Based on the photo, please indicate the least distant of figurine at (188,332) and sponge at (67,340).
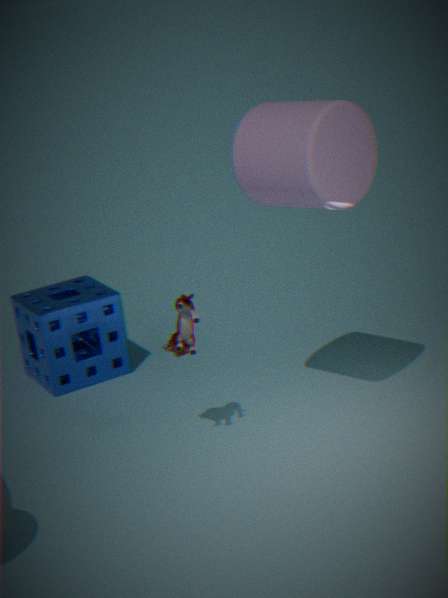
figurine at (188,332)
